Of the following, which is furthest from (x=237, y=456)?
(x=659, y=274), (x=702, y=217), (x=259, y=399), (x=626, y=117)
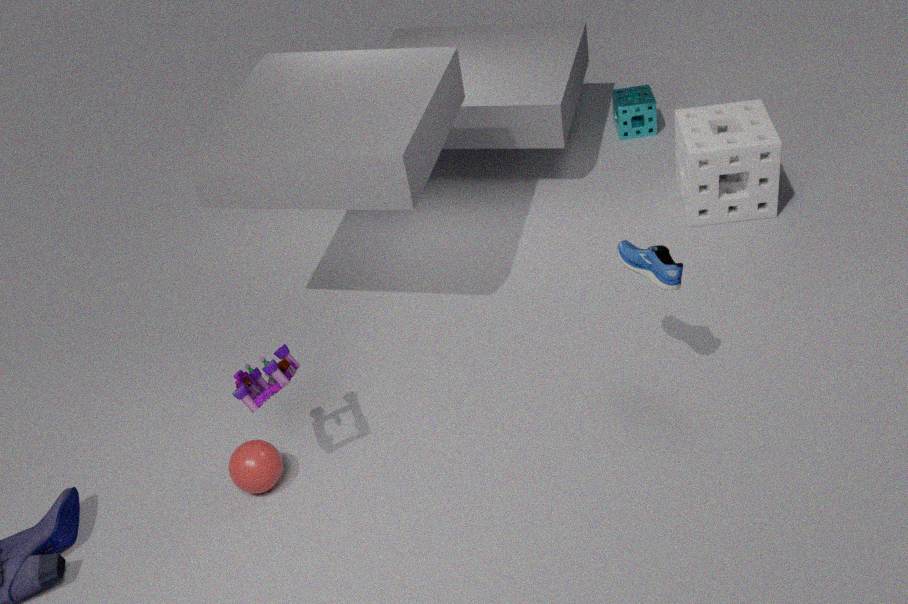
(x=626, y=117)
